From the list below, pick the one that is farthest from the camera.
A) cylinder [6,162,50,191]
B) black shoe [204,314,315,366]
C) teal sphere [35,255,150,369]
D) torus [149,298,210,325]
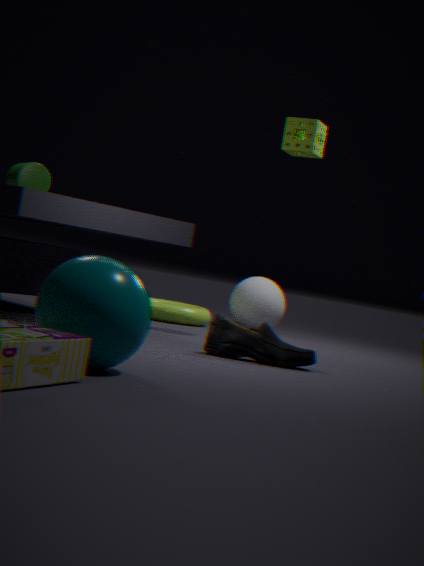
torus [149,298,210,325]
